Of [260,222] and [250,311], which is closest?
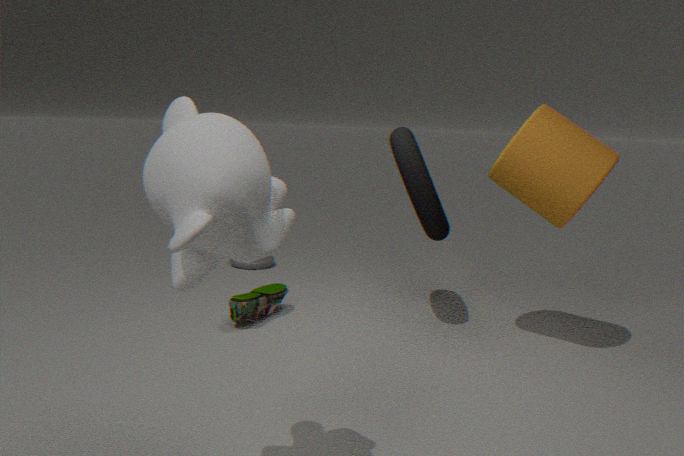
[260,222]
